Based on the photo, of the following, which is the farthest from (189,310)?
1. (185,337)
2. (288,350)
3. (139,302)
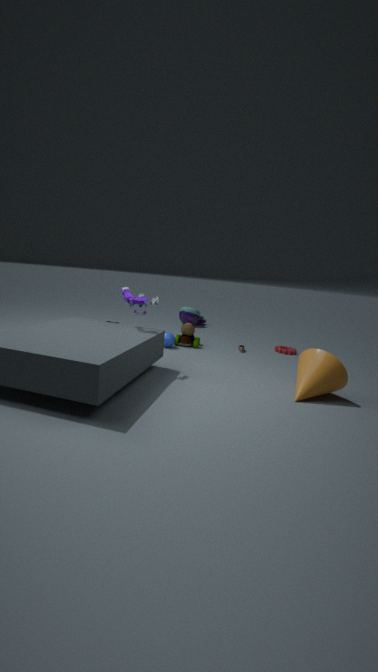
(139,302)
